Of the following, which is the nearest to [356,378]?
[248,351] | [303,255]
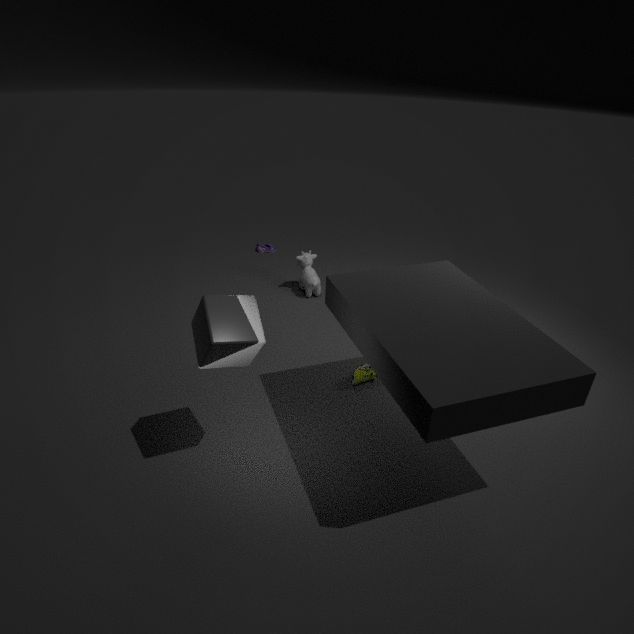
[248,351]
